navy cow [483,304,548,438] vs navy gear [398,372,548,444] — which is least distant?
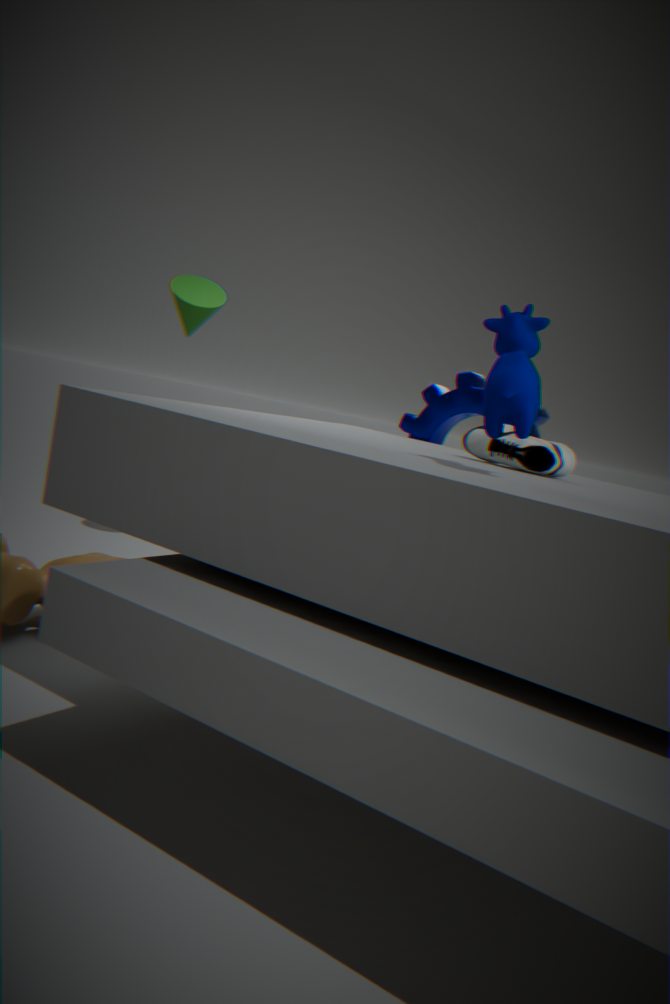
navy cow [483,304,548,438]
